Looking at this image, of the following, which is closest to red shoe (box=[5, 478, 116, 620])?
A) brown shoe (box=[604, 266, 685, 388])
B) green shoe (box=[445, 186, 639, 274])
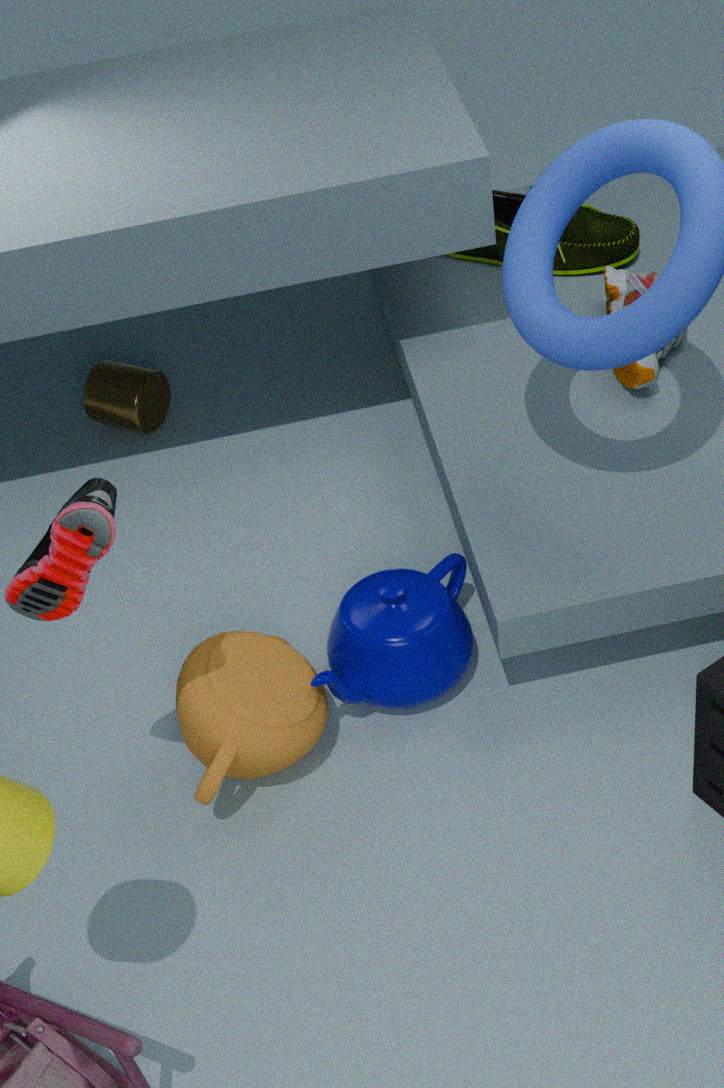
brown shoe (box=[604, 266, 685, 388])
